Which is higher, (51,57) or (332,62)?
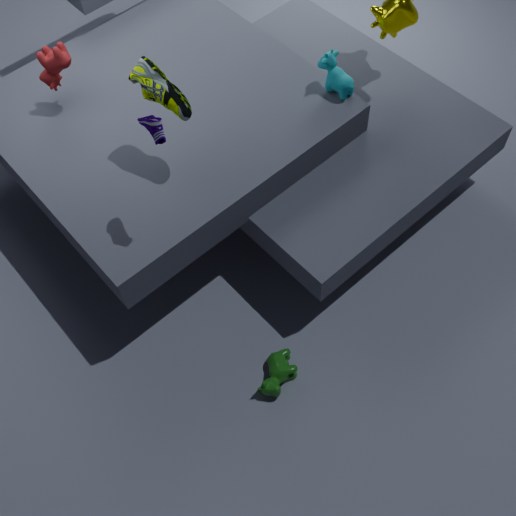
(51,57)
